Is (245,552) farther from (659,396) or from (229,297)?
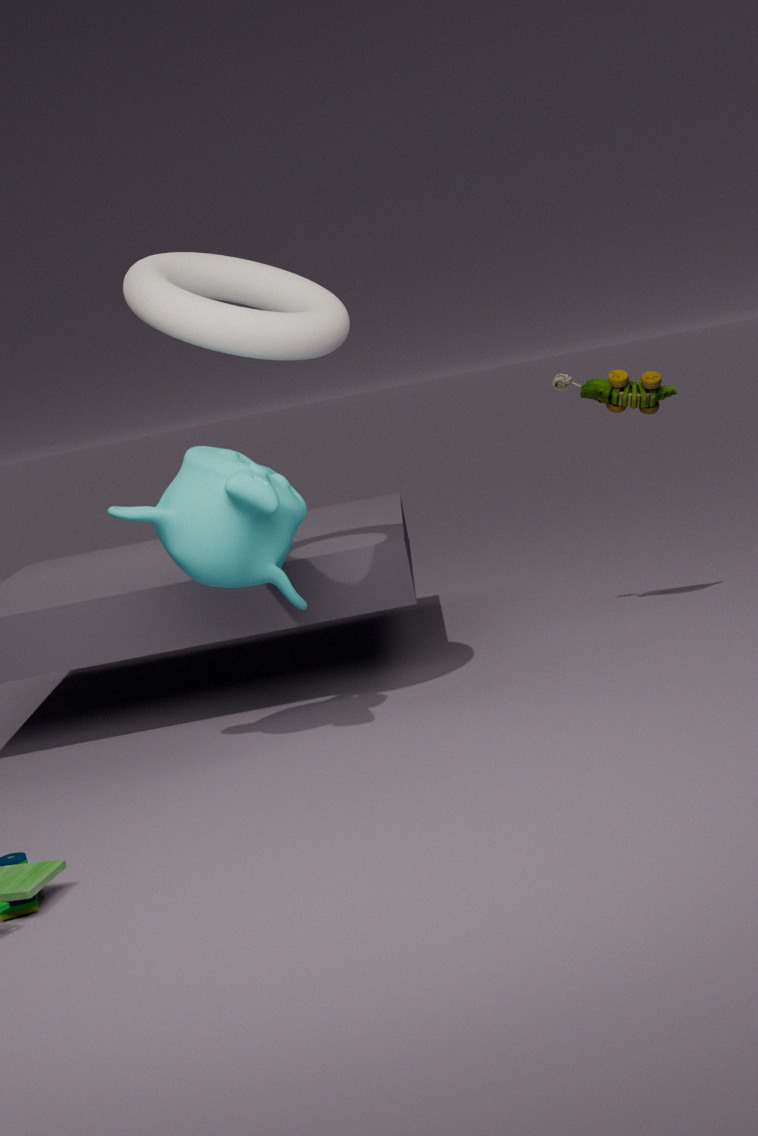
(659,396)
